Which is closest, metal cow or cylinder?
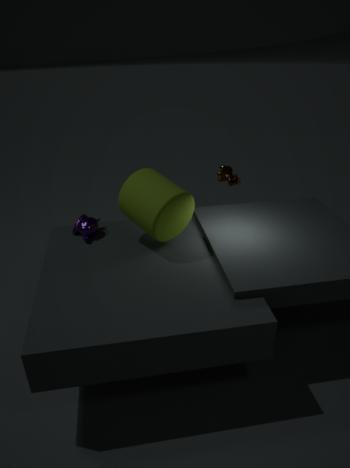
cylinder
